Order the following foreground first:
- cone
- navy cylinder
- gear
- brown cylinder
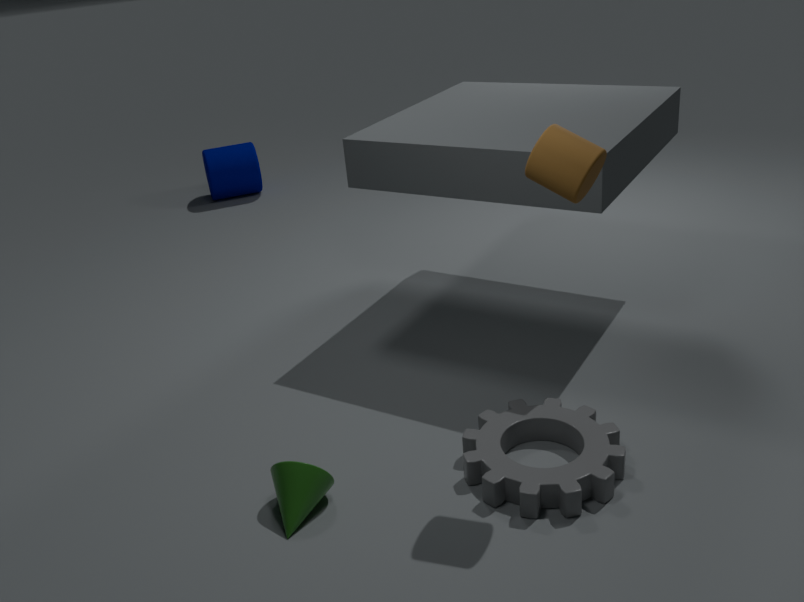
brown cylinder, gear, cone, navy cylinder
